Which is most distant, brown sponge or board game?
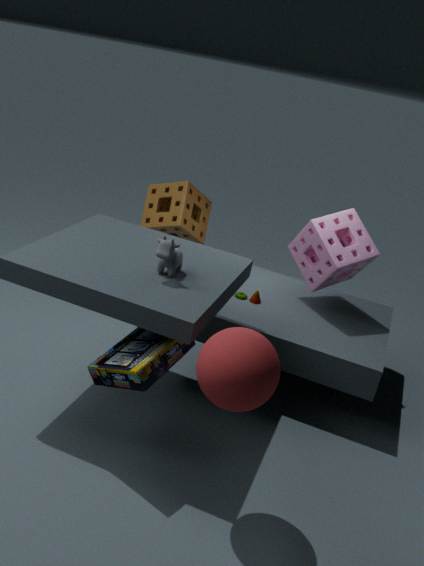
brown sponge
